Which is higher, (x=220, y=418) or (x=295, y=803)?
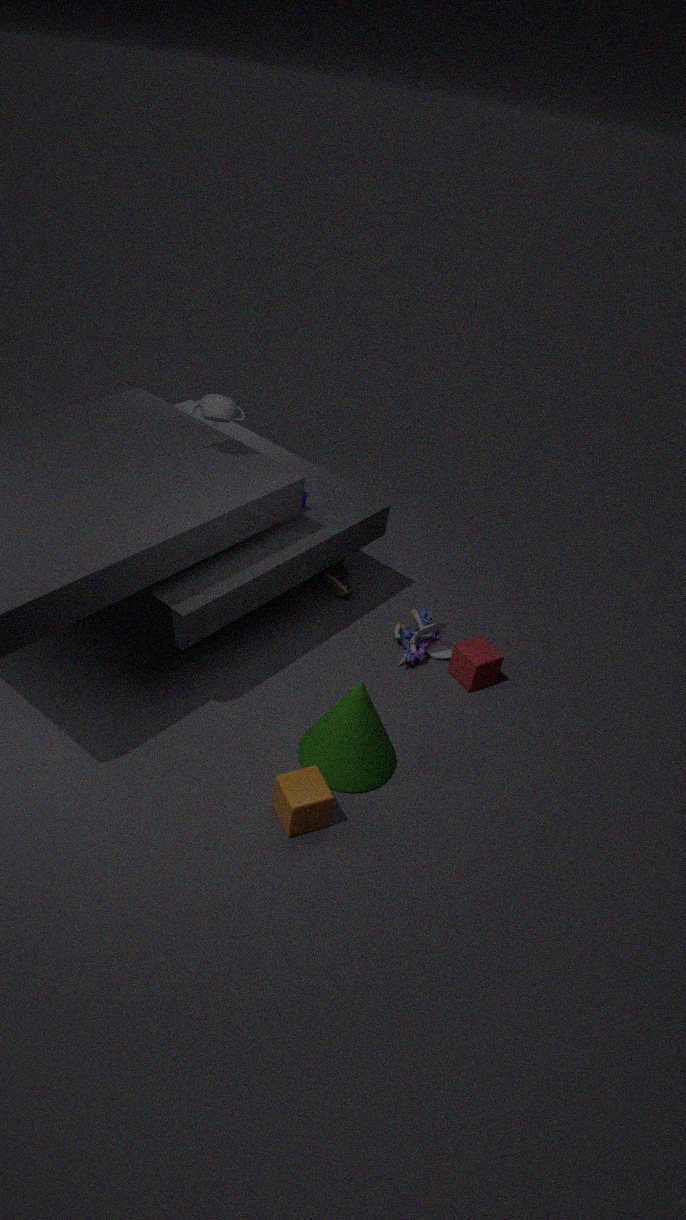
(x=220, y=418)
